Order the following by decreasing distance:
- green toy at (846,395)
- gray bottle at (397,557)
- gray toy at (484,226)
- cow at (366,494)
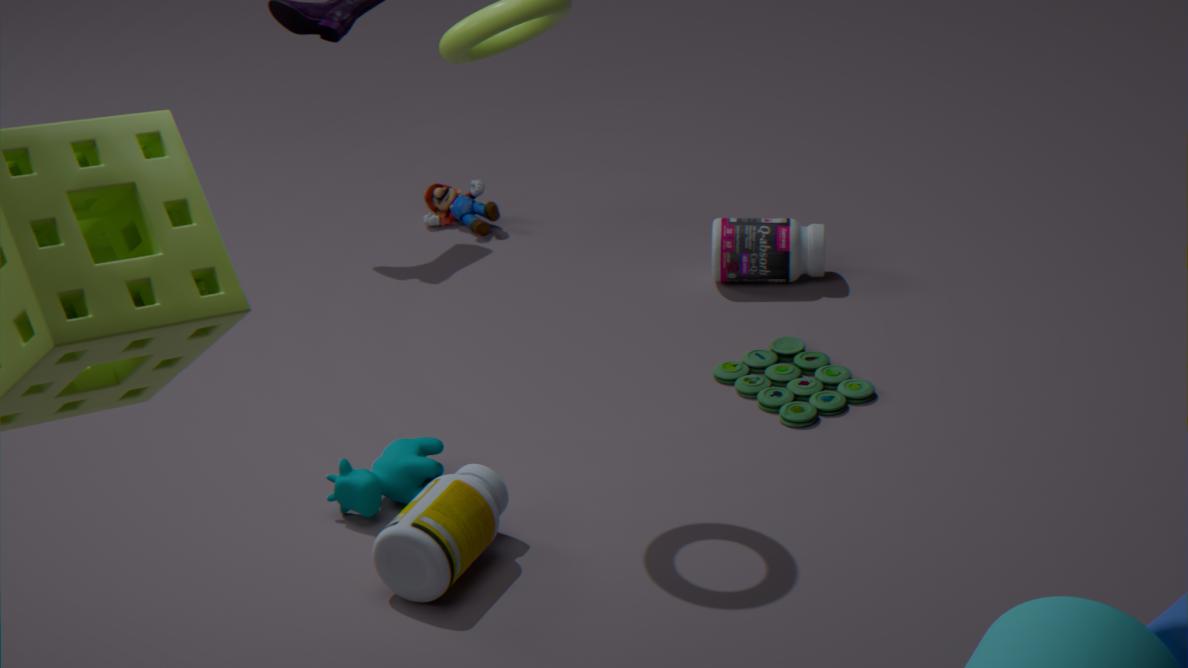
gray toy at (484,226), green toy at (846,395), cow at (366,494), gray bottle at (397,557)
